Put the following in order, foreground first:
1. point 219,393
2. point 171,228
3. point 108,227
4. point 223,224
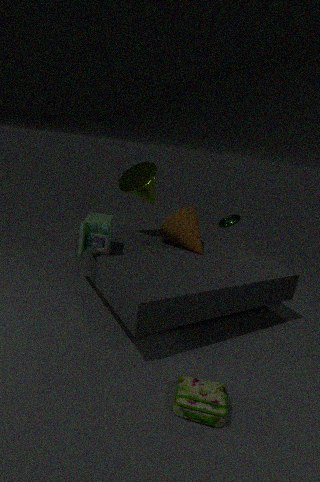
point 219,393, point 108,227, point 171,228, point 223,224
